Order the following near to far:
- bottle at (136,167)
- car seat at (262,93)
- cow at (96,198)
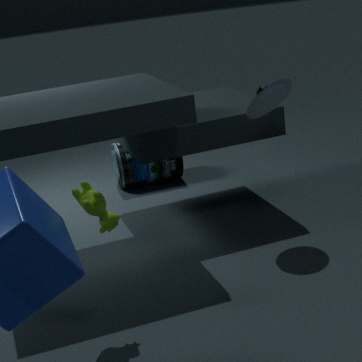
cow at (96,198)
car seat at (262,93)
bottle at (136,167)
